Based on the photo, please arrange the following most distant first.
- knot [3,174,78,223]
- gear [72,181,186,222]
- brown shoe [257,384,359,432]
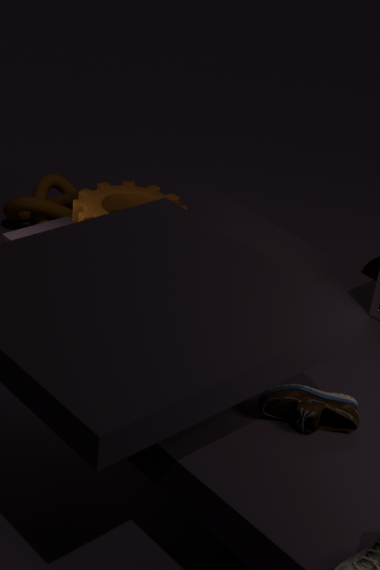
1. knot [3,174,78,223]
2. gear [72,181,186,222]
3. brown shoe [257,384,359,432]
